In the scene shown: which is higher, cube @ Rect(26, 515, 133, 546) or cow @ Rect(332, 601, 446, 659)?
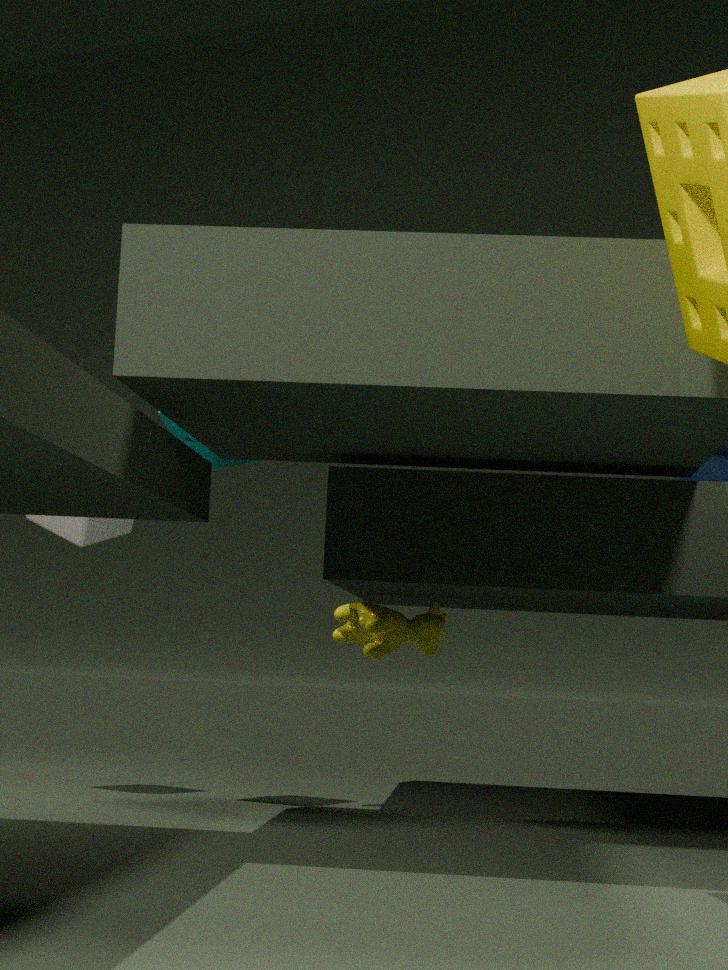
cube @ Rect(26, 515, 133, 546)
